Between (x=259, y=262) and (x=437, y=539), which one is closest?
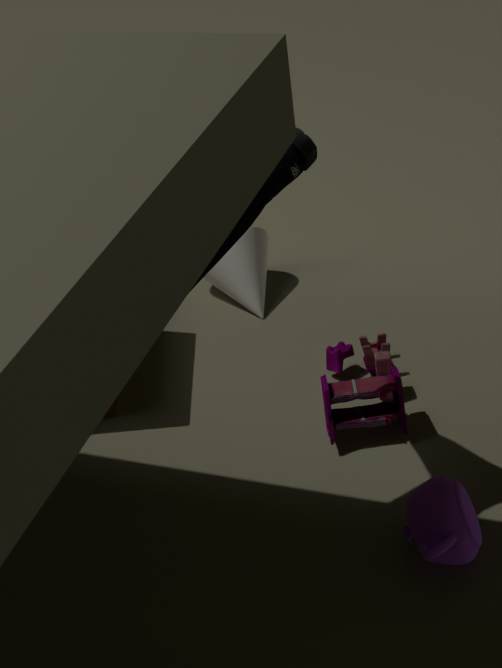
(x=437, y=539)
